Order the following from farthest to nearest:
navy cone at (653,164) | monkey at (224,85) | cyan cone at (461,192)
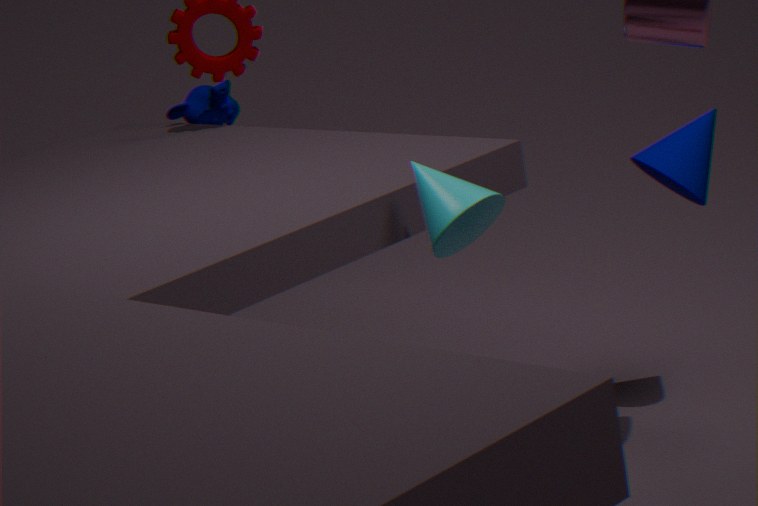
monkey at (224,85)
navy cone at (653,164)
cyan cone at (461,192)
